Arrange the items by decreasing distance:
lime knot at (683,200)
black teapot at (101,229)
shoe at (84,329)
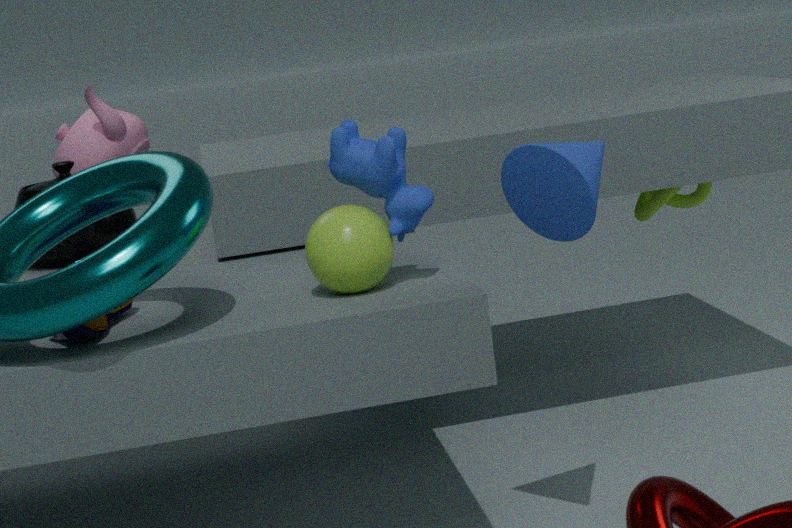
lime knot at (683,200) < black teapot at (101,229) < shoe at (84,329)
